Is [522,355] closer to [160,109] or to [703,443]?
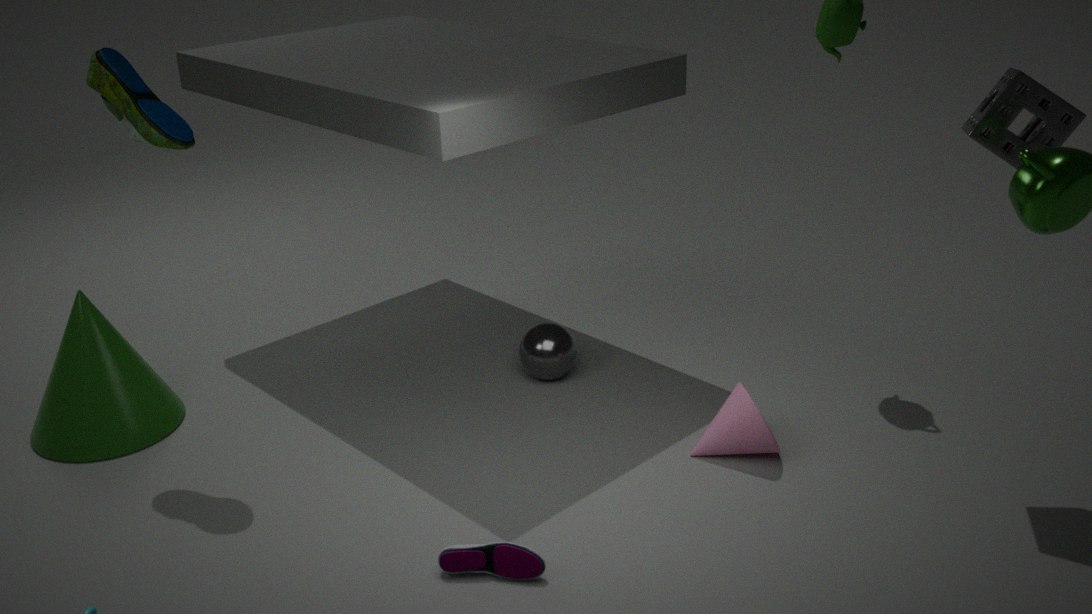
[703,443]
